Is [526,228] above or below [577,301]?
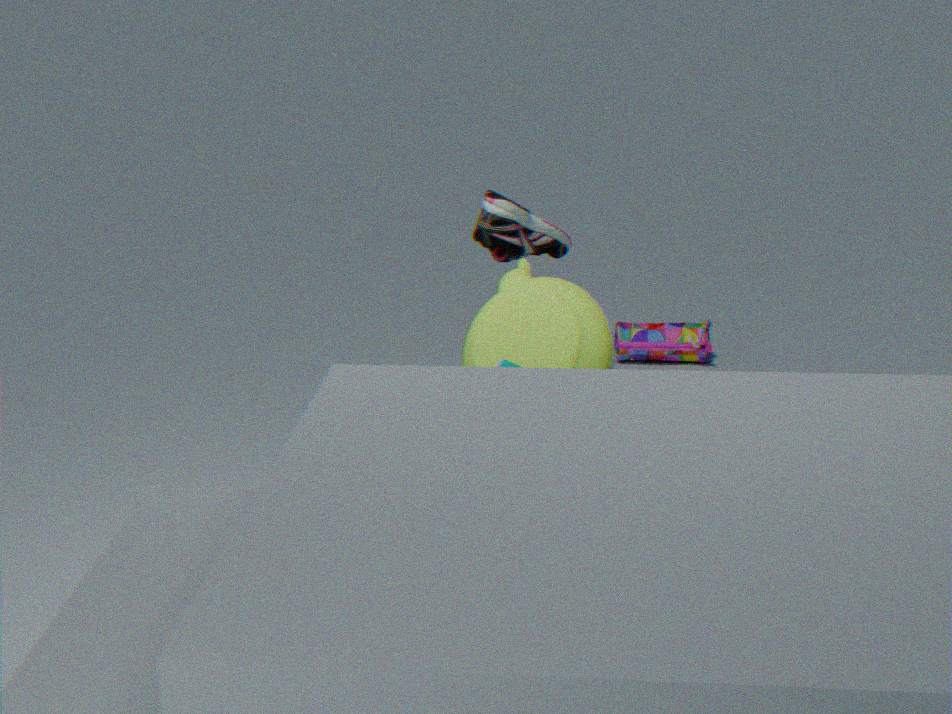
above
